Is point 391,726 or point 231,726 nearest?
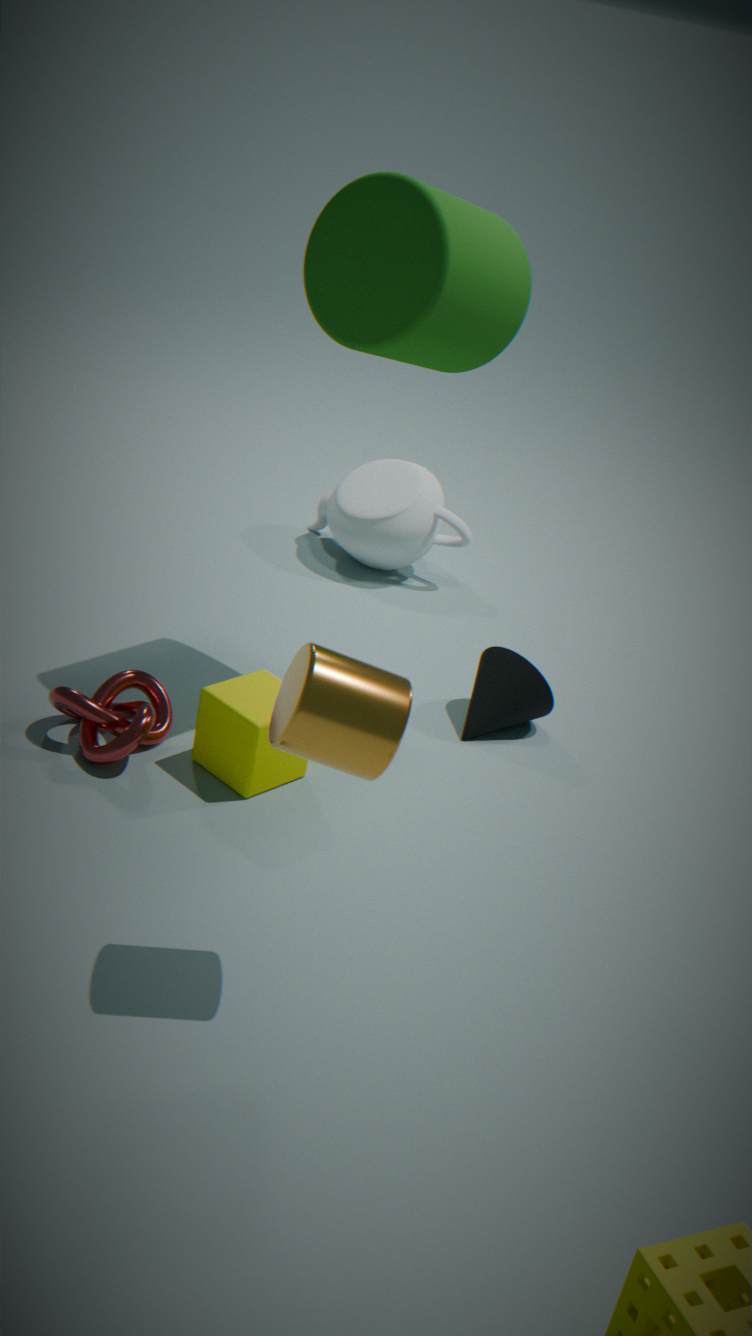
point 391,726
